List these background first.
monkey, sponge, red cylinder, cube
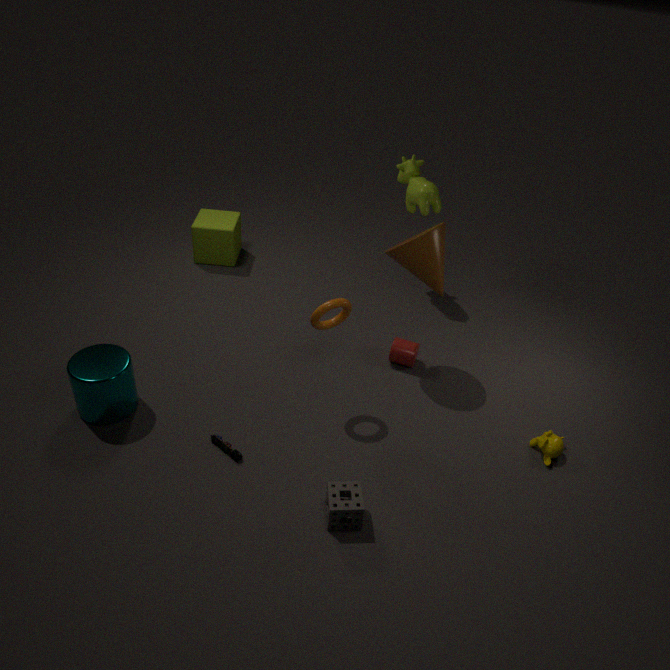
cube
red cylinder
monkey
sponge
